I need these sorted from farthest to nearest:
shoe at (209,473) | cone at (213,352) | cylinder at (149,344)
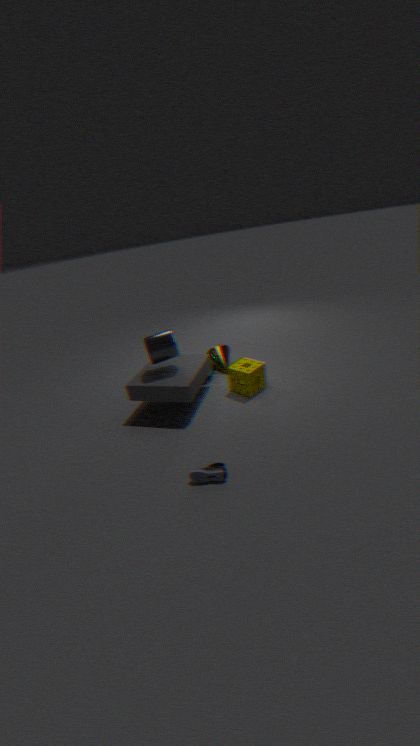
cone at (213,352), cylinder at (149,344), shoe at (209,473)
